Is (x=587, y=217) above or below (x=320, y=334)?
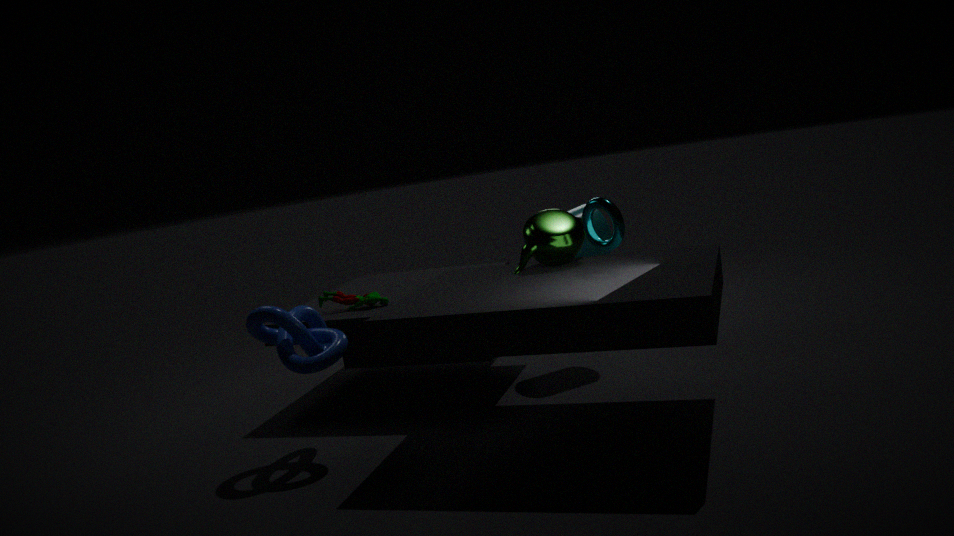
above
